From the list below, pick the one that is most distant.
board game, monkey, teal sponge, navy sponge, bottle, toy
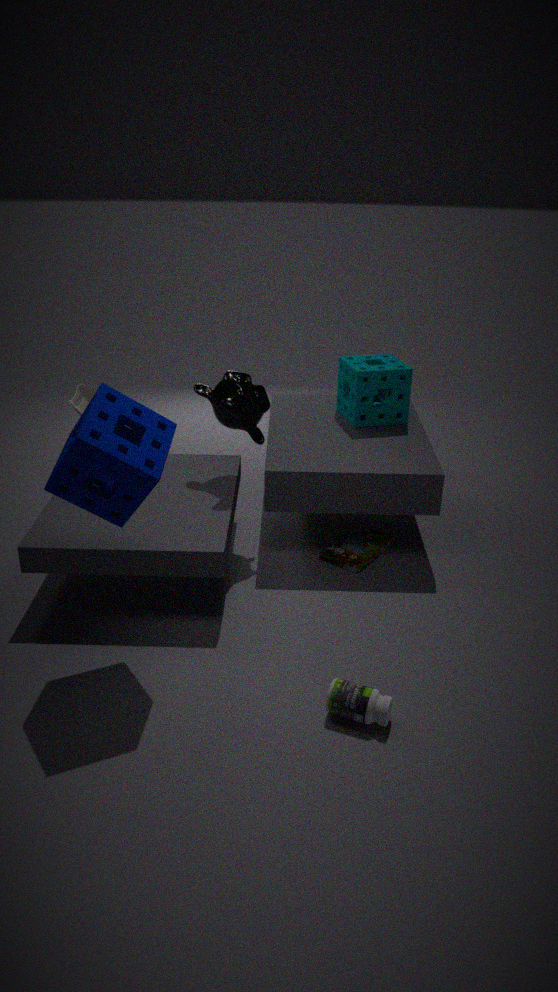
teal sponge
